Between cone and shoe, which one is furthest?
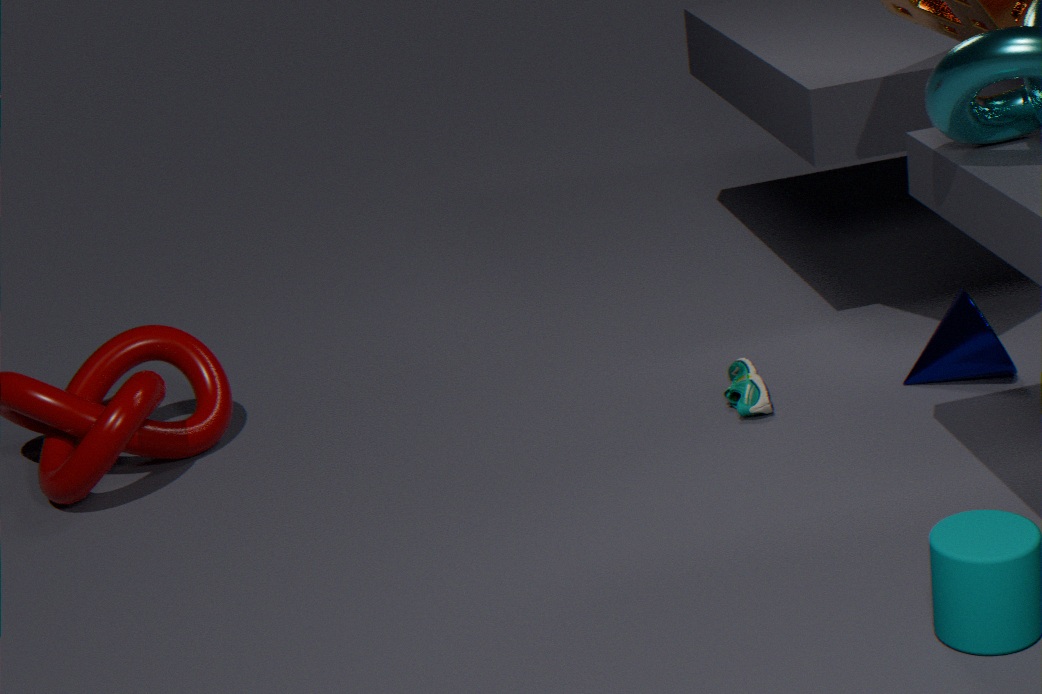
shoe
